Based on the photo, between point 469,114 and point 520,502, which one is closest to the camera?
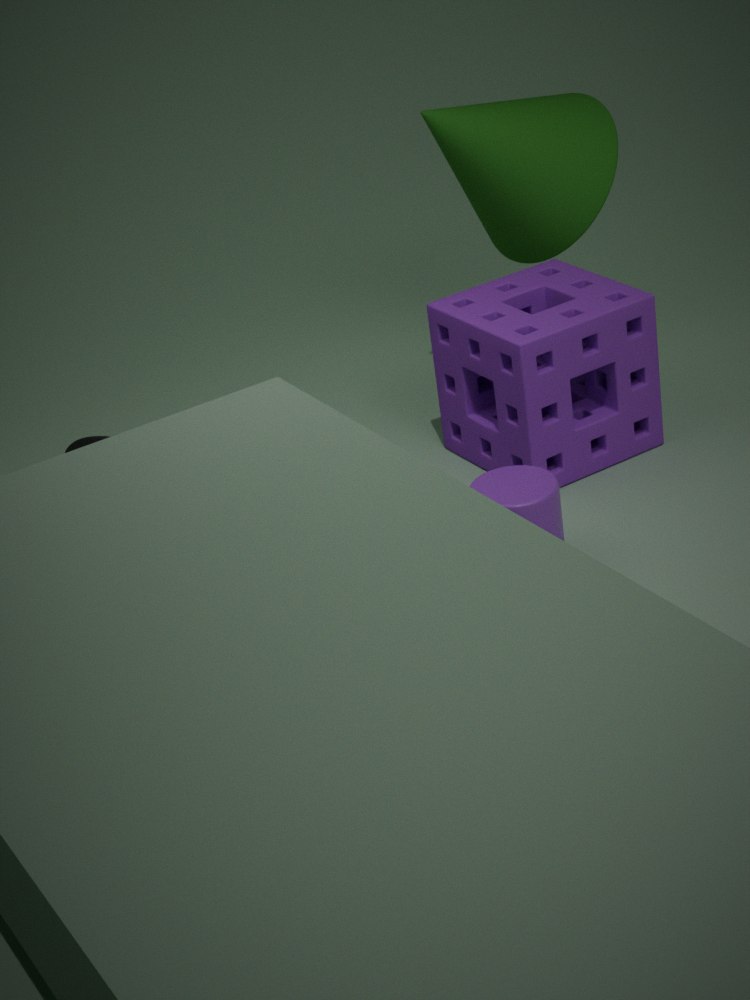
point 520,502
